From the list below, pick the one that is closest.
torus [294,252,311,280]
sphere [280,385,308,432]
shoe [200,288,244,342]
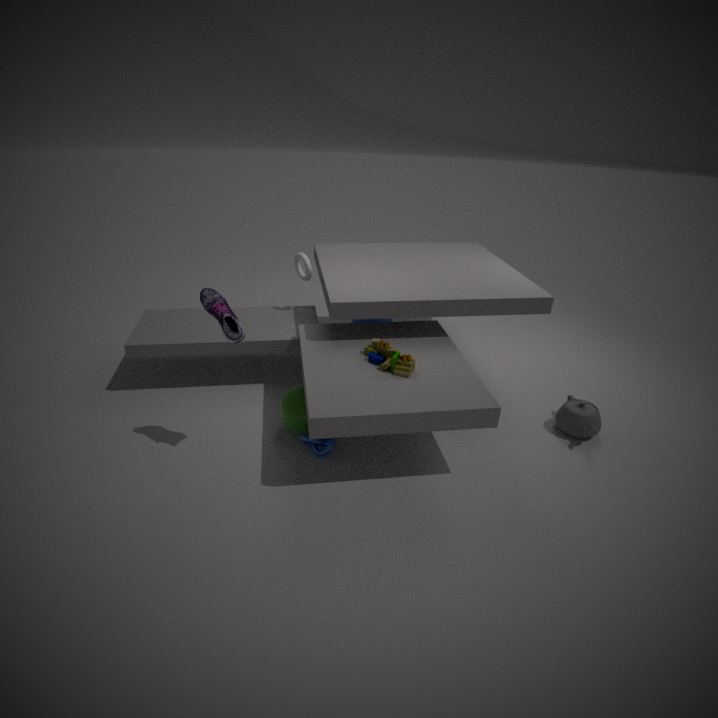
shoe [200,288,244,342]
